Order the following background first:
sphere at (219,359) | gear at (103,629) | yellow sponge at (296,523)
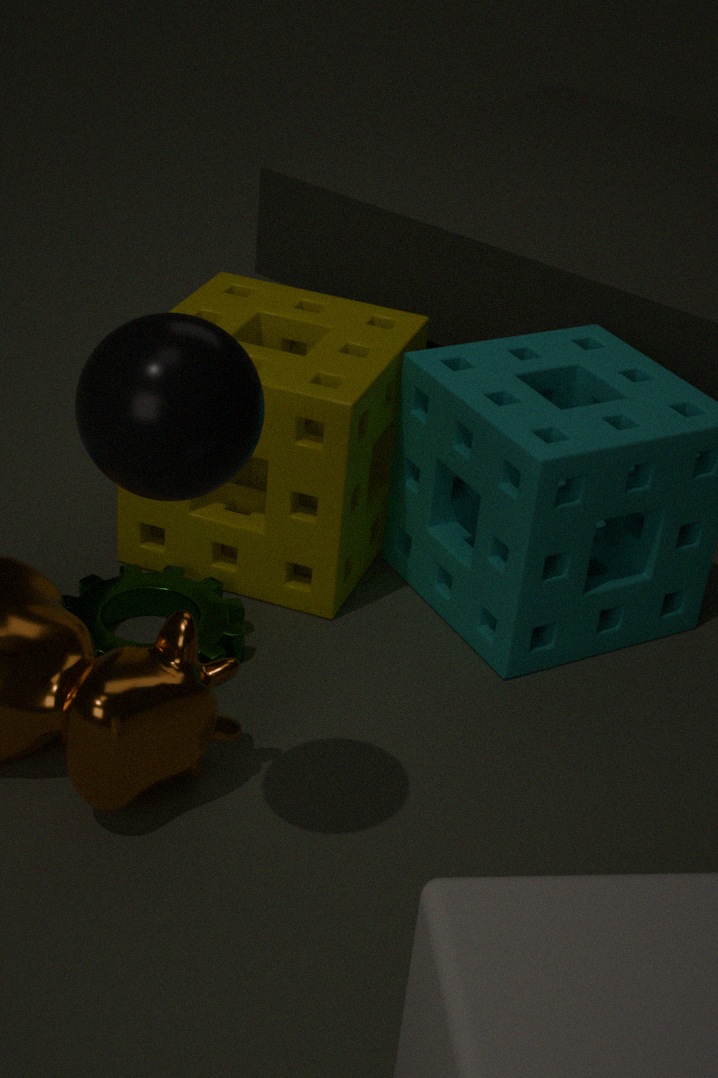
yellow sponge at (296,523) < gear at (103,629) < sphere at (219,359)
